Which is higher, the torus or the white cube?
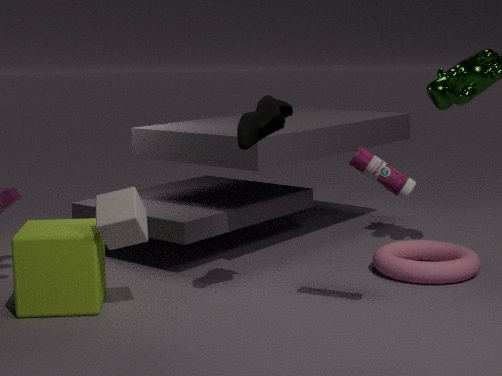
the white cube
